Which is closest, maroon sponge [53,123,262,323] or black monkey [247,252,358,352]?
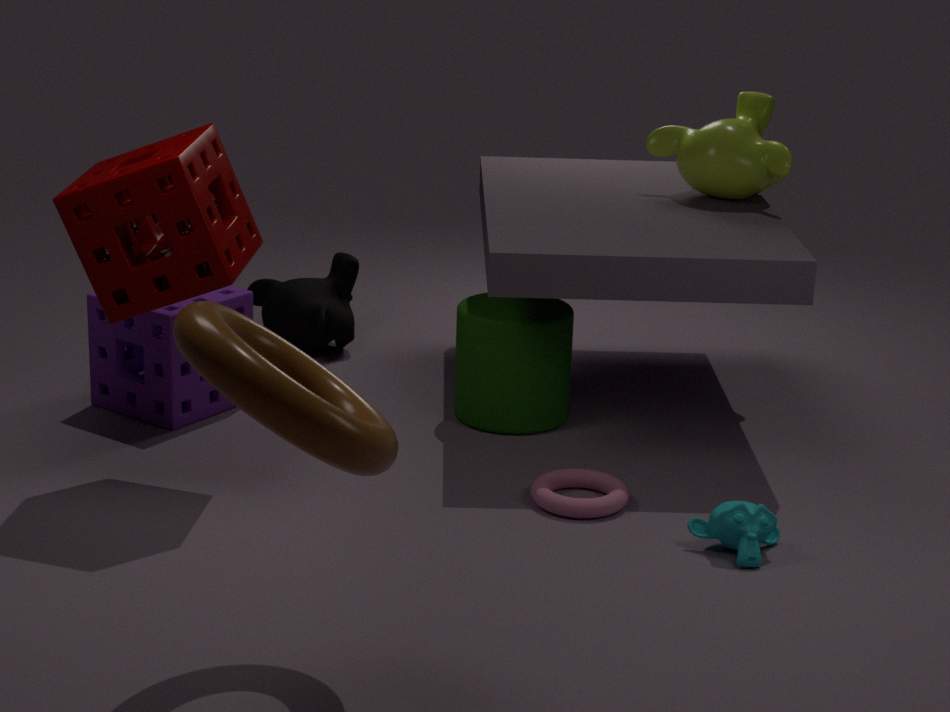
maroon sponge [53,123,262,323]
